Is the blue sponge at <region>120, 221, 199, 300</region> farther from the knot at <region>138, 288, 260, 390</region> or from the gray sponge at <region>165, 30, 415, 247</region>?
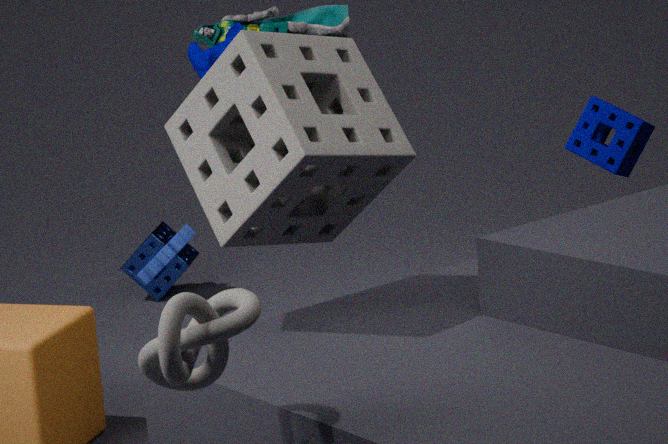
the knot at <region>138, 288, 260, 390</region>
